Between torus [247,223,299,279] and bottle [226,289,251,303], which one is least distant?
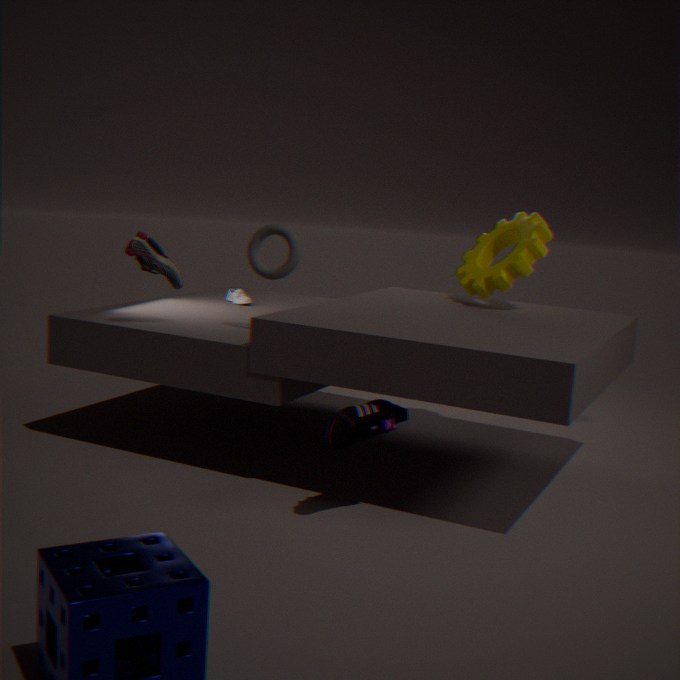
torus [247,223,299,279]
